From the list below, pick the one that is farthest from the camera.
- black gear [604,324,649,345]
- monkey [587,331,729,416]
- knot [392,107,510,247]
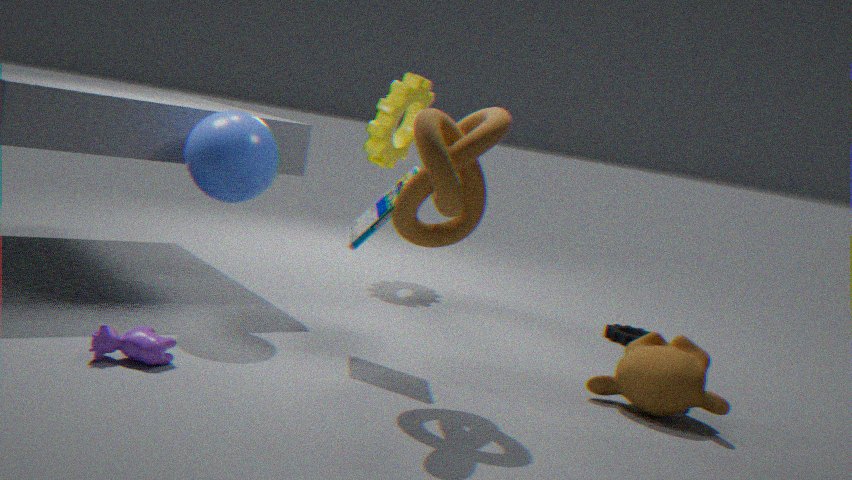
black gear [604,324,649,345]
